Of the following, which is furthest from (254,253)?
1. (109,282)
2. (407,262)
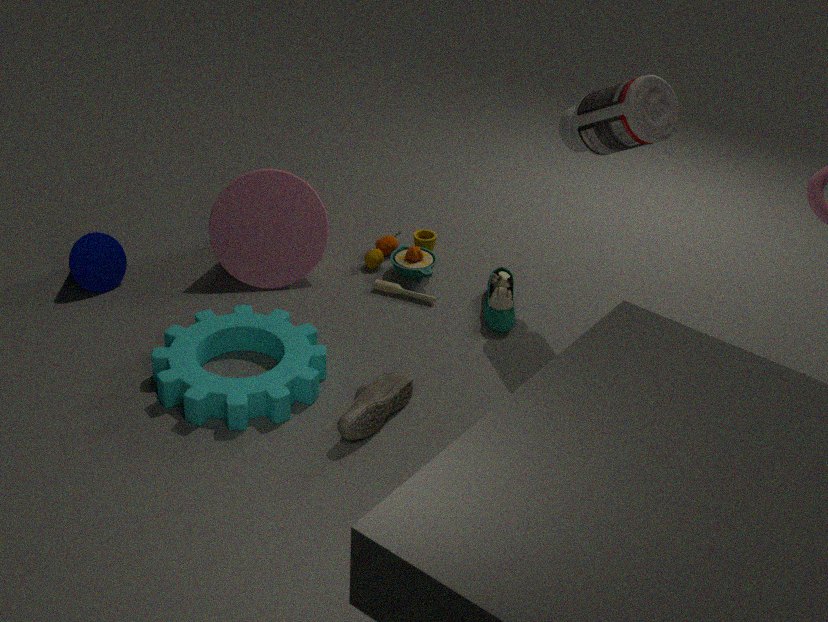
(109,282)
